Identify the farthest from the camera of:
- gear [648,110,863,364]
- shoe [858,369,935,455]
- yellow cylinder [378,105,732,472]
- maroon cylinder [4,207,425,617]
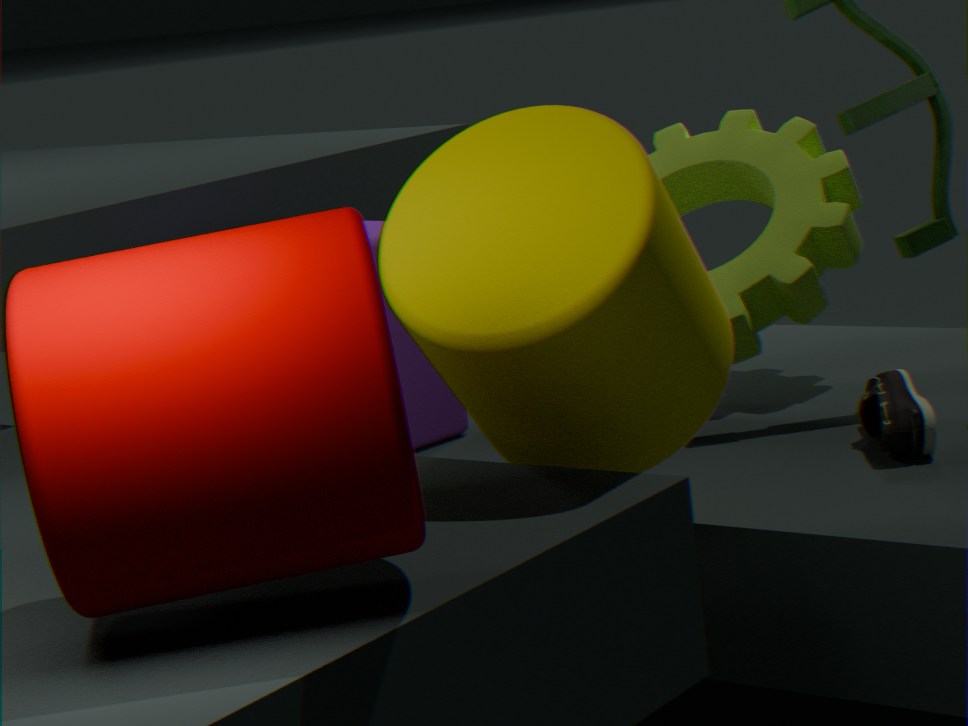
gear [648,110,863,364]
